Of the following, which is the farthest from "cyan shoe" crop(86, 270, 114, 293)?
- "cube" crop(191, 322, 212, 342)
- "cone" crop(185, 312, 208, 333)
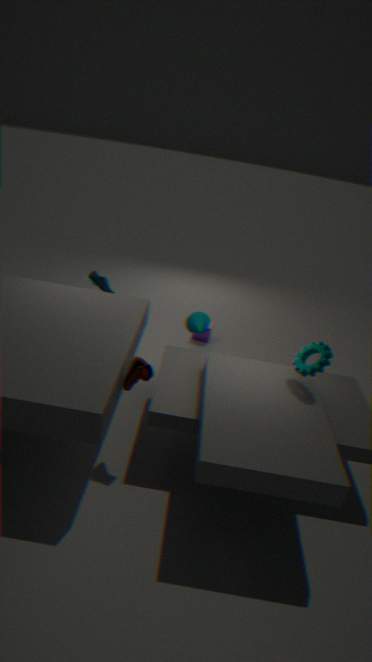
"cube" crop(191, 322, 212, 342)
